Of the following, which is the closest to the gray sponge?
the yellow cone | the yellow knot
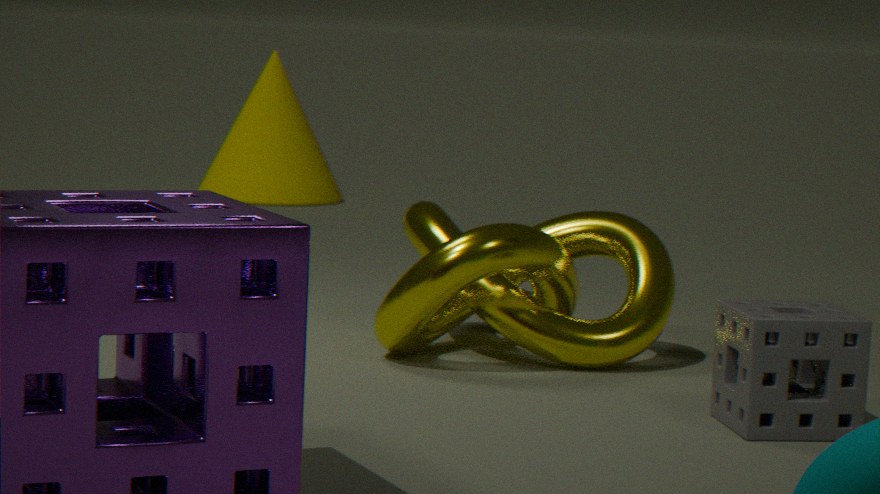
the yellow knot
